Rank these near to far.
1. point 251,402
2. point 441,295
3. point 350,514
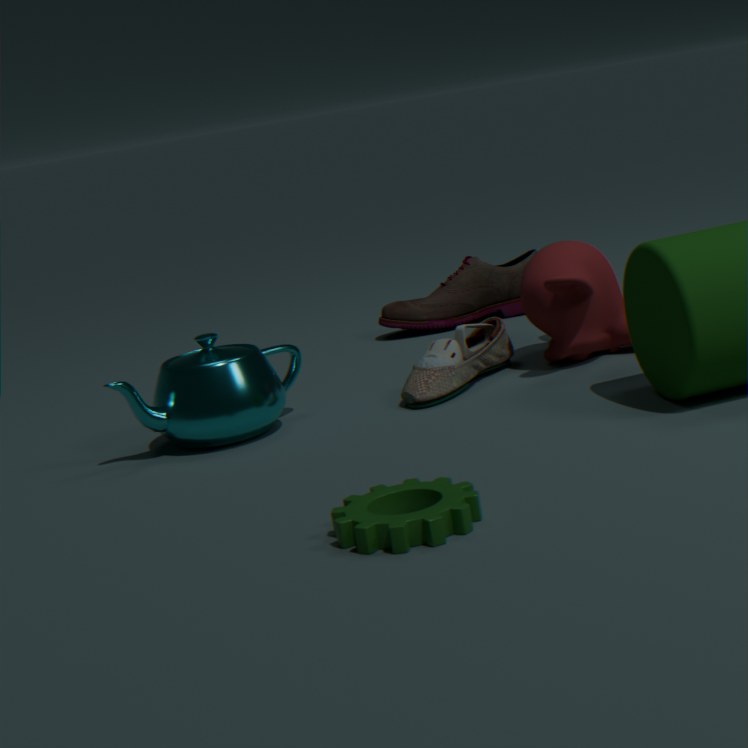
point 350,514, point 251,402, point 441,295
